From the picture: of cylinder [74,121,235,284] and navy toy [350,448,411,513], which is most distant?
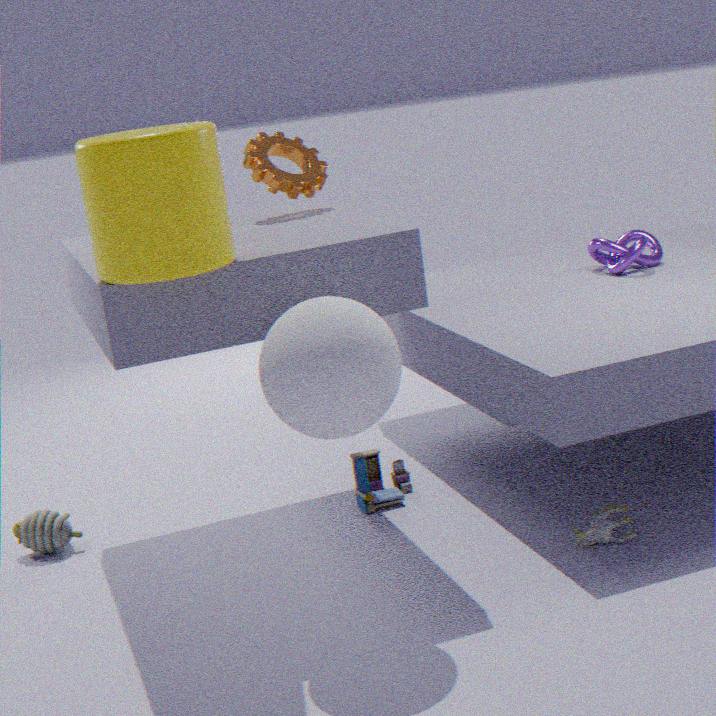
navy toy [350,448,411,513]
